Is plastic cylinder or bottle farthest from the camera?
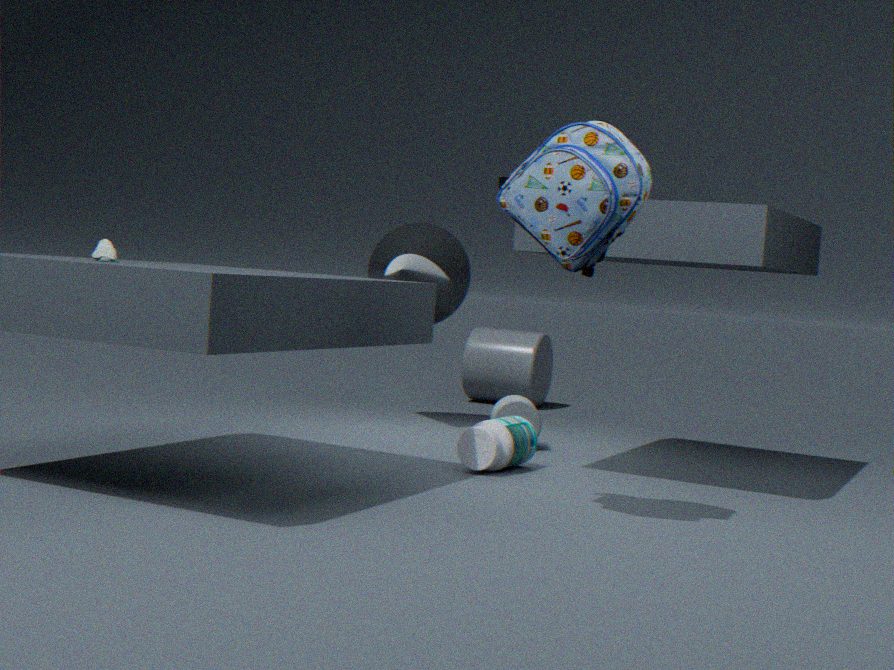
plastic cylinder
